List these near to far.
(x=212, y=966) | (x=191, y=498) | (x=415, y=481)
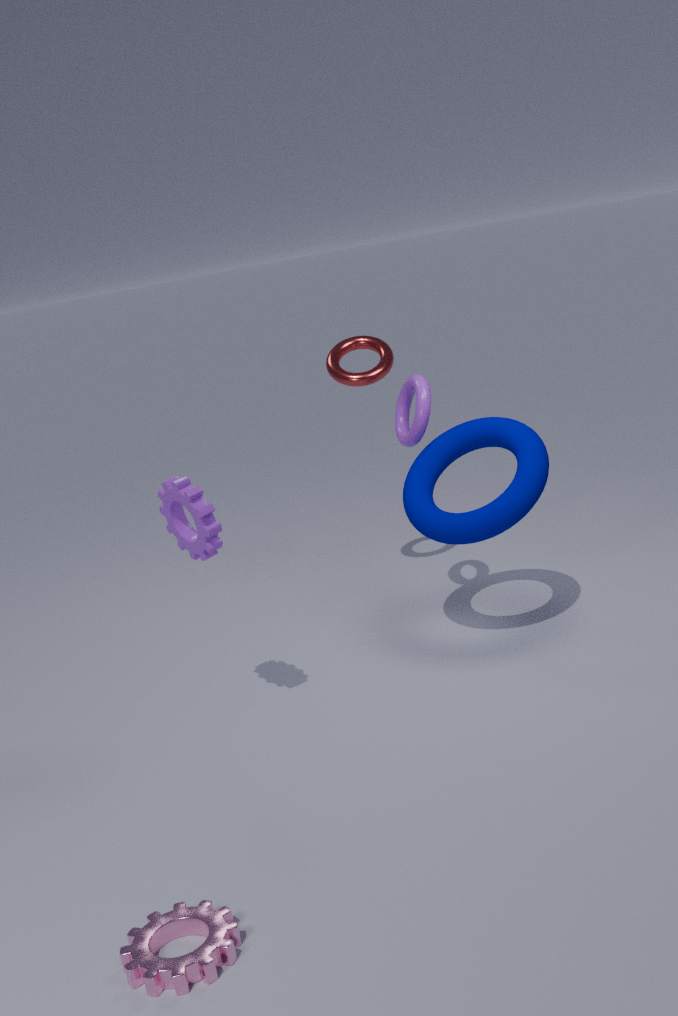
(x=212, y=966), (x=191, y=498), (x=415, y=481)
